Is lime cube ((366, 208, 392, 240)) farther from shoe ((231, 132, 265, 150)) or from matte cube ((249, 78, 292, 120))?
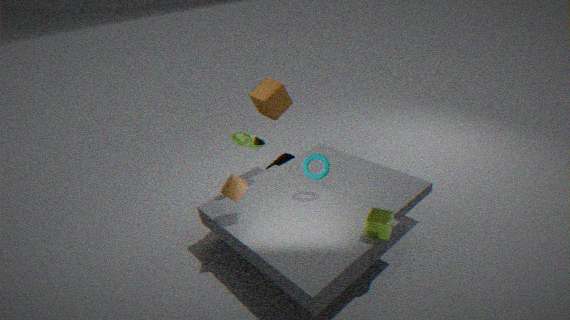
matte cube ((249, 78, 292, 120))
